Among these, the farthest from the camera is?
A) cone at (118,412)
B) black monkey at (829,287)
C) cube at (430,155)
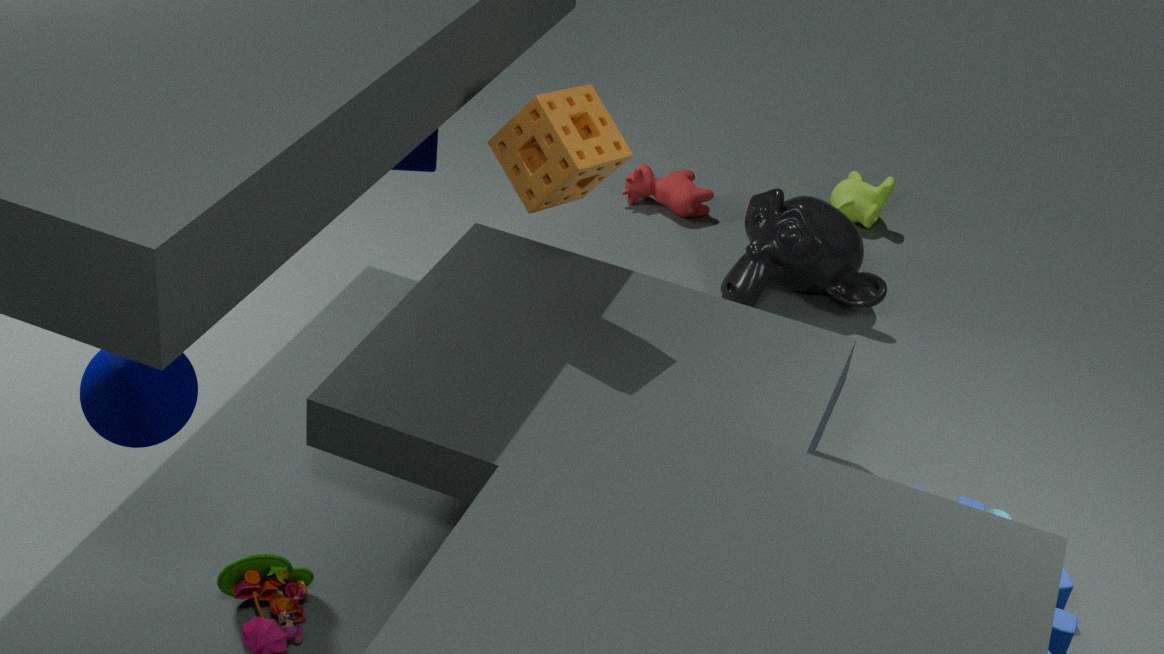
black monkey at (829,287)
